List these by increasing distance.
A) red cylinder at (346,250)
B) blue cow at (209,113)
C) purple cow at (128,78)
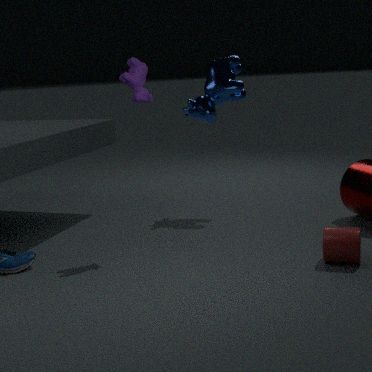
red cylinder at (346,250) < purple cow at (128,78) < blue cow at (209,113)
